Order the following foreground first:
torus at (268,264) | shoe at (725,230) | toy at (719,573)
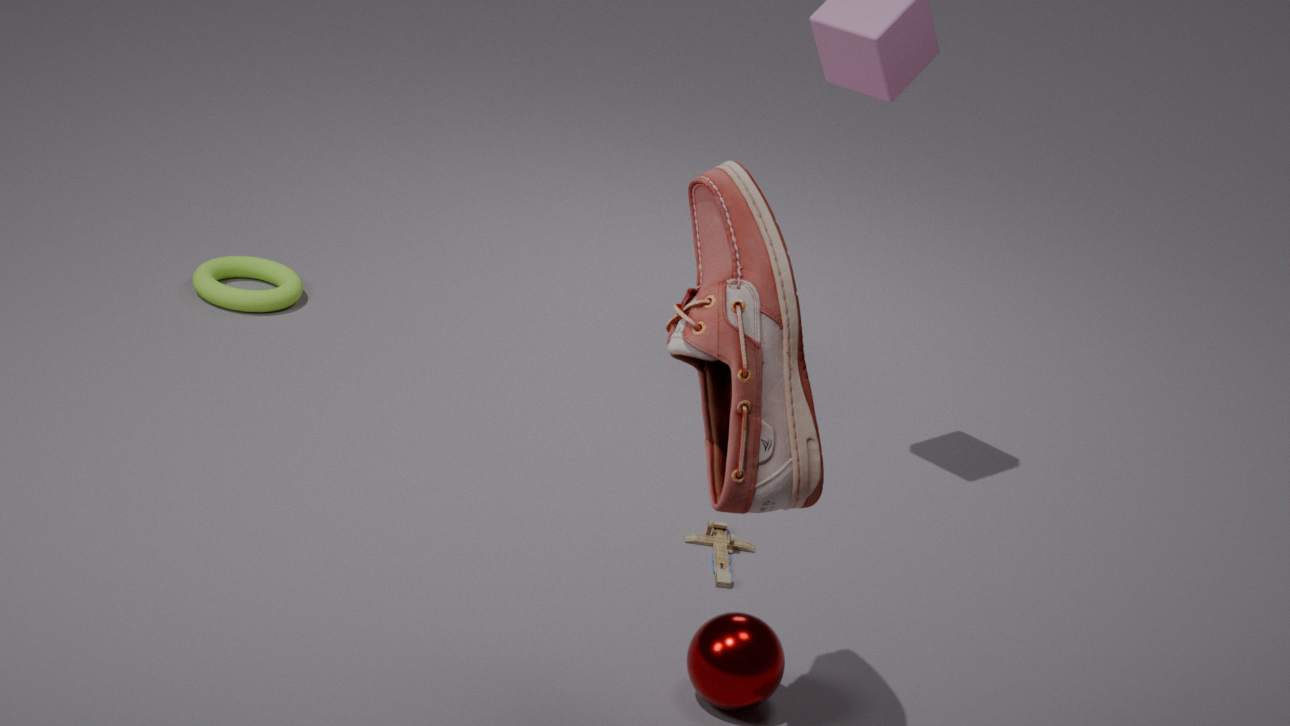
shoe at (725,230)
toy at (719,573)
torus at (268,264)
